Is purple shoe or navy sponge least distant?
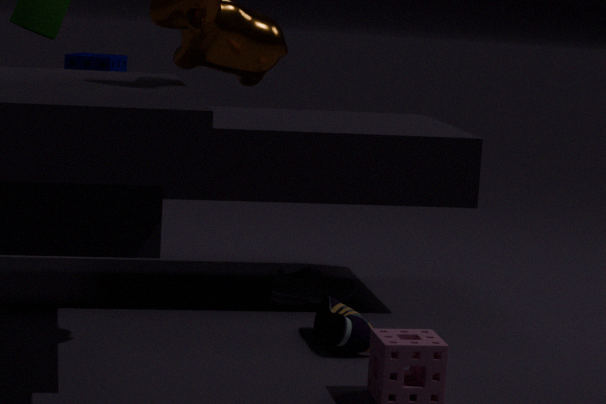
purple shoe
